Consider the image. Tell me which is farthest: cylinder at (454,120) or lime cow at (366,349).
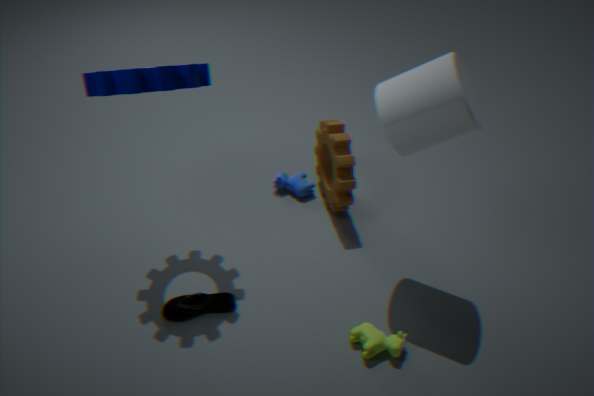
lime cow at (366,349)
